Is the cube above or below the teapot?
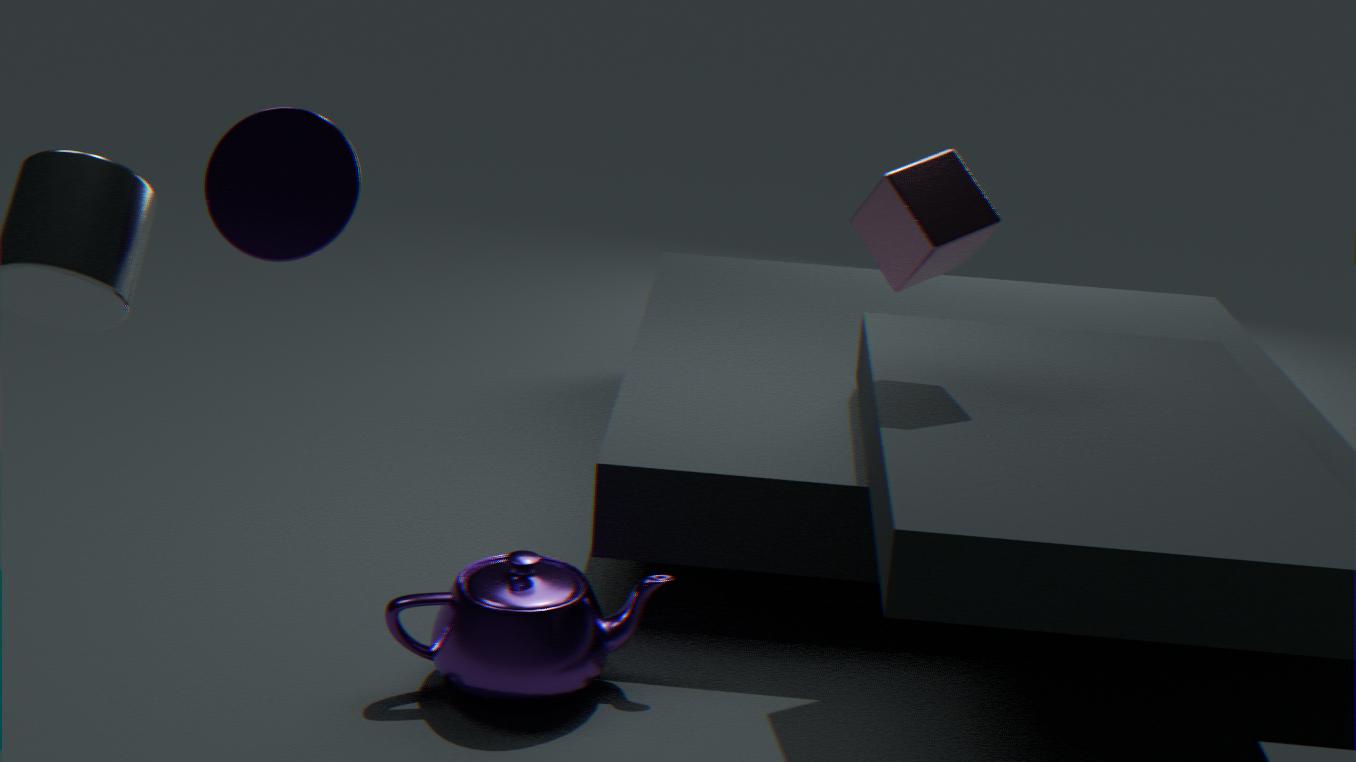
above
